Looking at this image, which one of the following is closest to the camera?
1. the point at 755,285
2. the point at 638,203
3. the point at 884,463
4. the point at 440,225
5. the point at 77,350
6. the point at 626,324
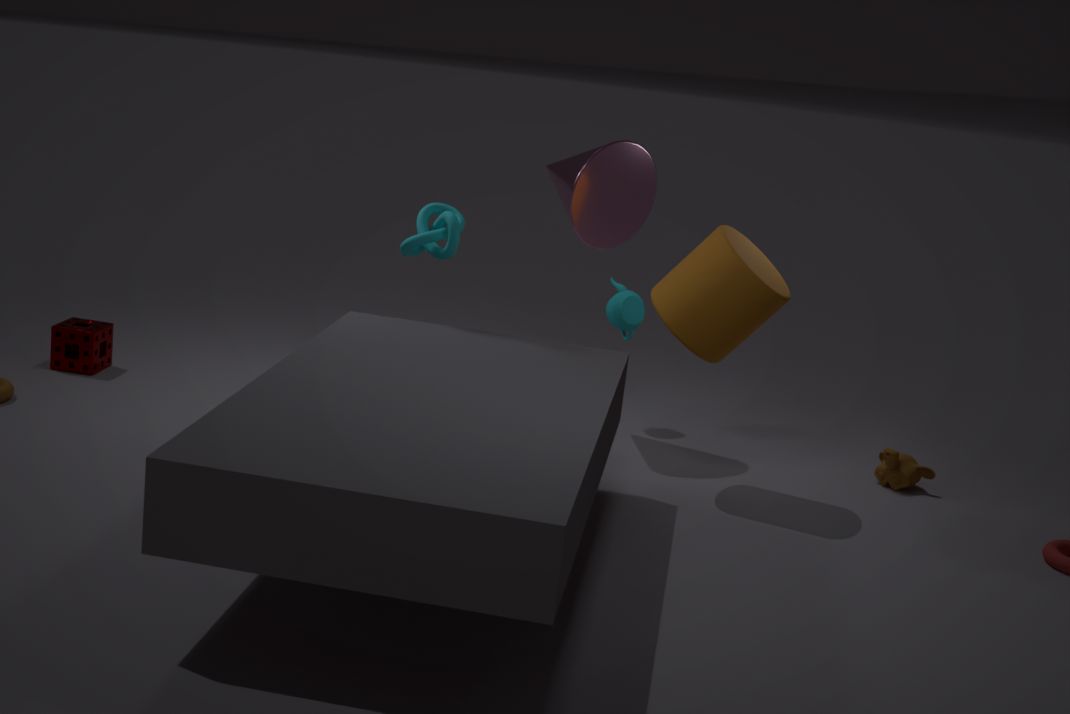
the point at 755,285
